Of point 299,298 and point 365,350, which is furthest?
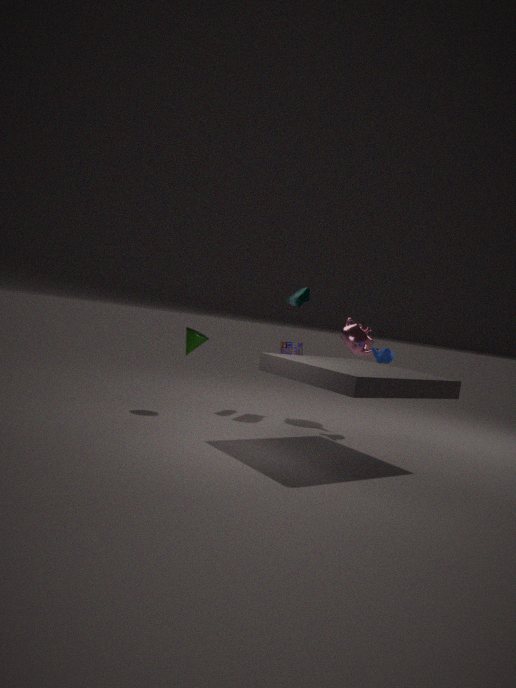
point 299,298
